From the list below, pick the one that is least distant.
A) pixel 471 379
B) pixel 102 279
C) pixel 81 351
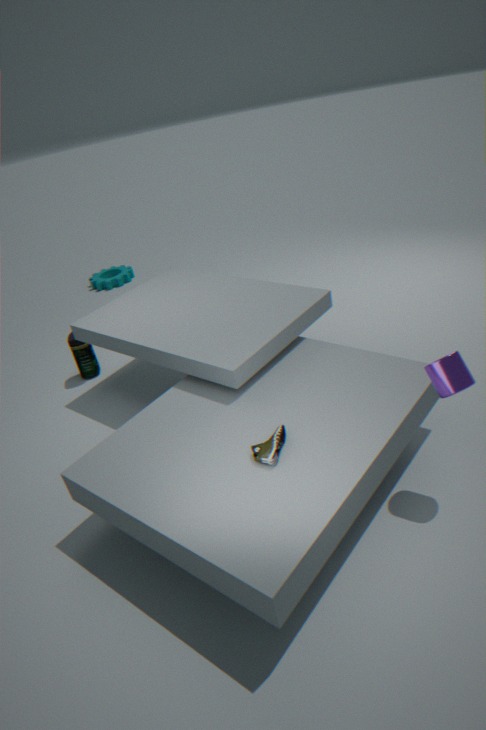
pixel 471 379
